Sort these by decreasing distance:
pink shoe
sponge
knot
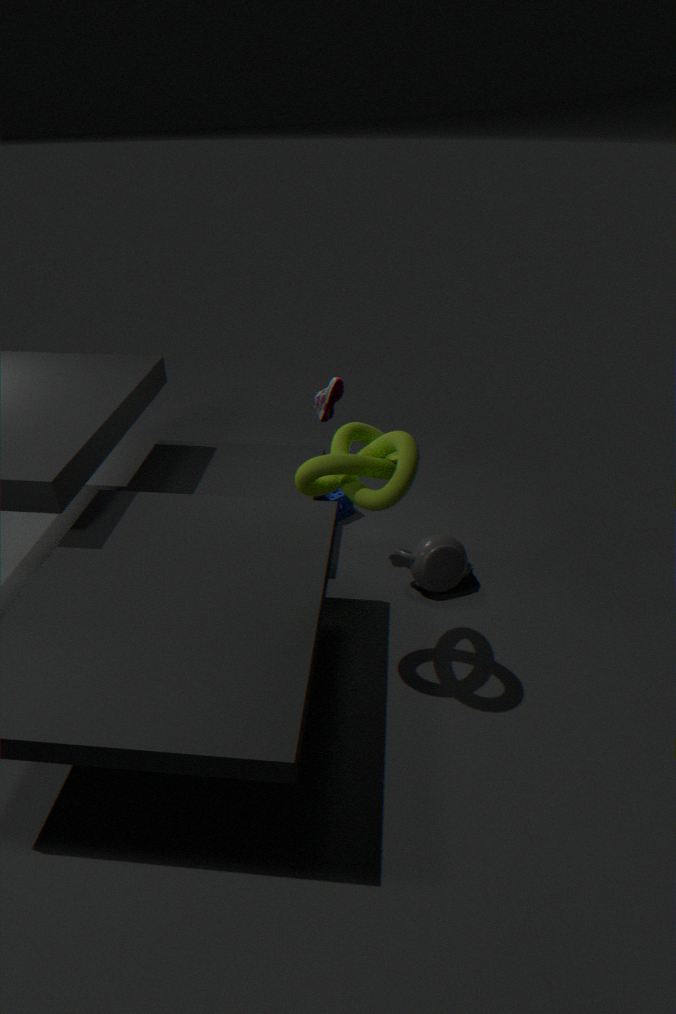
sponge
pink shoe
knot
